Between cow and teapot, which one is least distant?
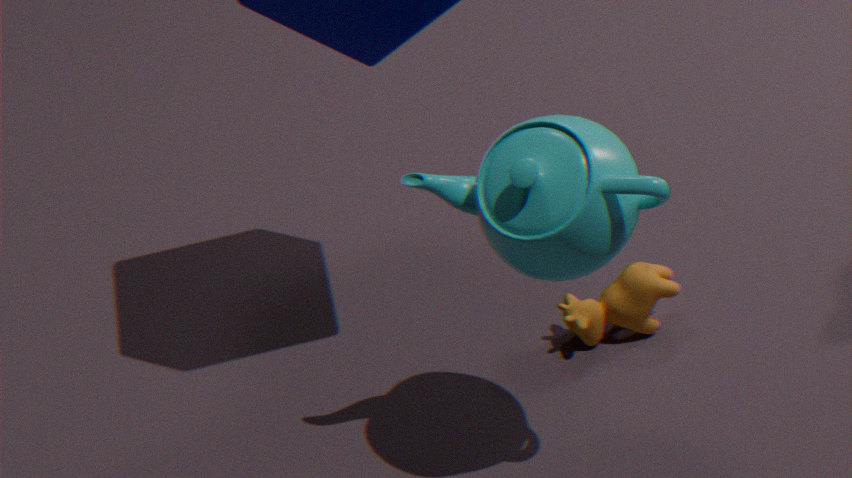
teapot
